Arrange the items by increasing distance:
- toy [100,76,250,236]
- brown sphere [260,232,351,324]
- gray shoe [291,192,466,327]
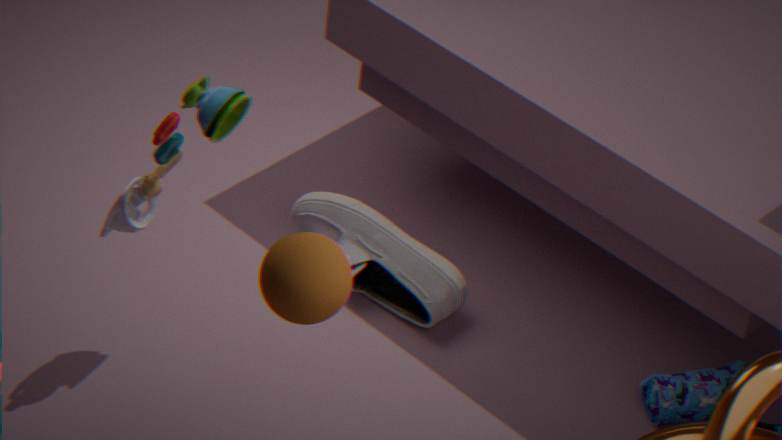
1. brown sphere [260,232,351,324]
2. toy [100,76,250,236]
3. gray shoe [291,192,466,327]
